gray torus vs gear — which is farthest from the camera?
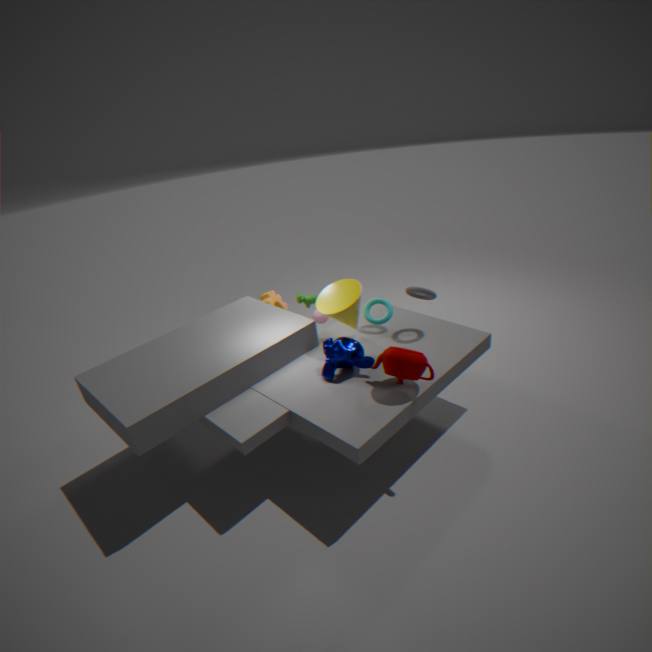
gear
